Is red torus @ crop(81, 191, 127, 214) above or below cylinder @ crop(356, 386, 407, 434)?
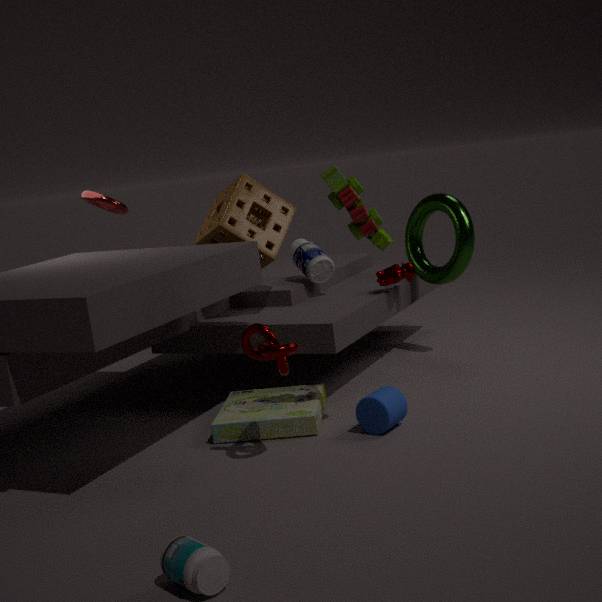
above
